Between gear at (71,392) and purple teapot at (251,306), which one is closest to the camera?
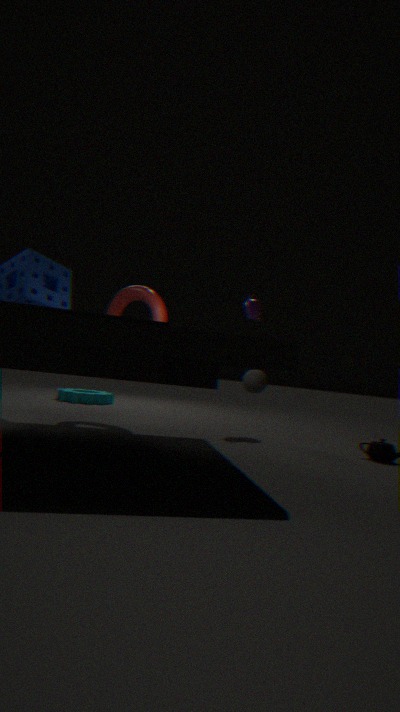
purple teapot at (251,306)
